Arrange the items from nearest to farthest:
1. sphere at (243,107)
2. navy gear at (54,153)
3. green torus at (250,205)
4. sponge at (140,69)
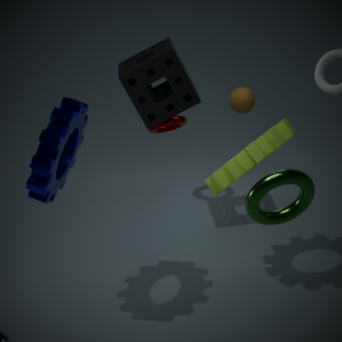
green torus at (250,205) < navy gear at (54,153) < sponge at (140,69) < sphere at (243,107)
